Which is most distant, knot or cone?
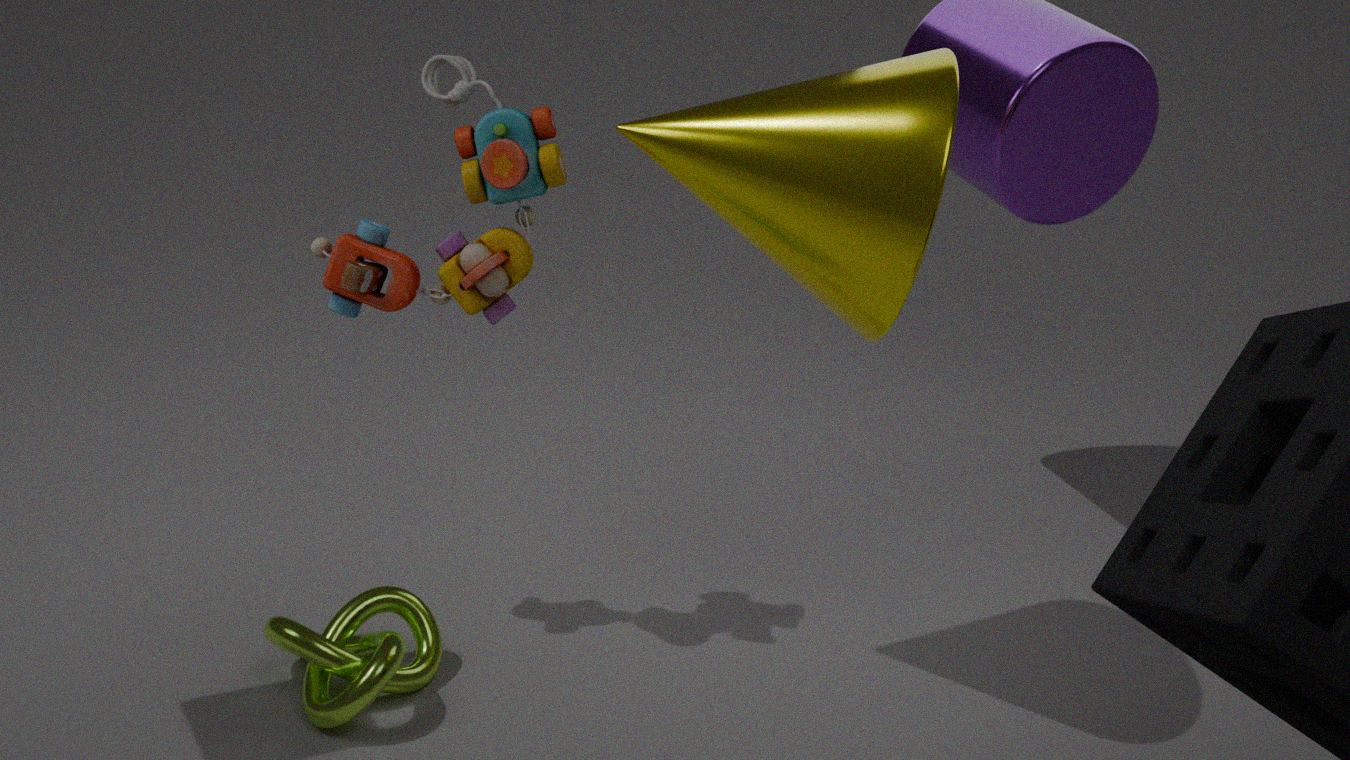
knot
